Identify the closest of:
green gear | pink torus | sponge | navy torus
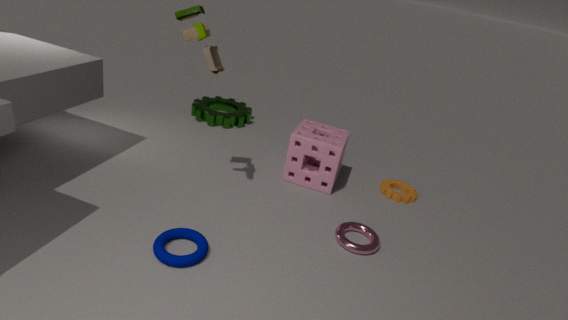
navy torus
